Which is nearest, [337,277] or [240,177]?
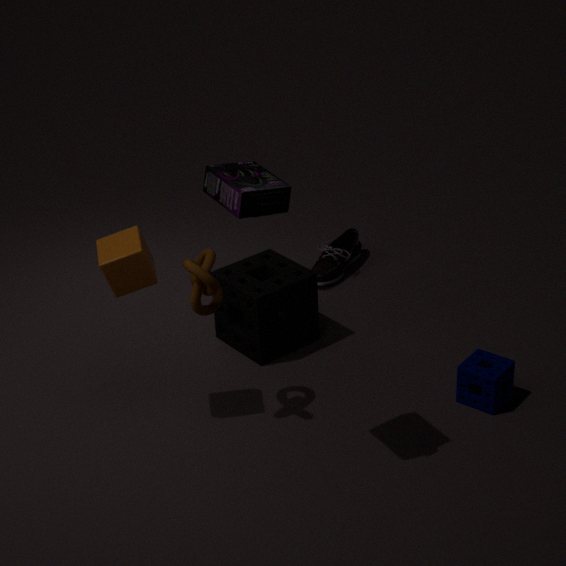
[240,177]
